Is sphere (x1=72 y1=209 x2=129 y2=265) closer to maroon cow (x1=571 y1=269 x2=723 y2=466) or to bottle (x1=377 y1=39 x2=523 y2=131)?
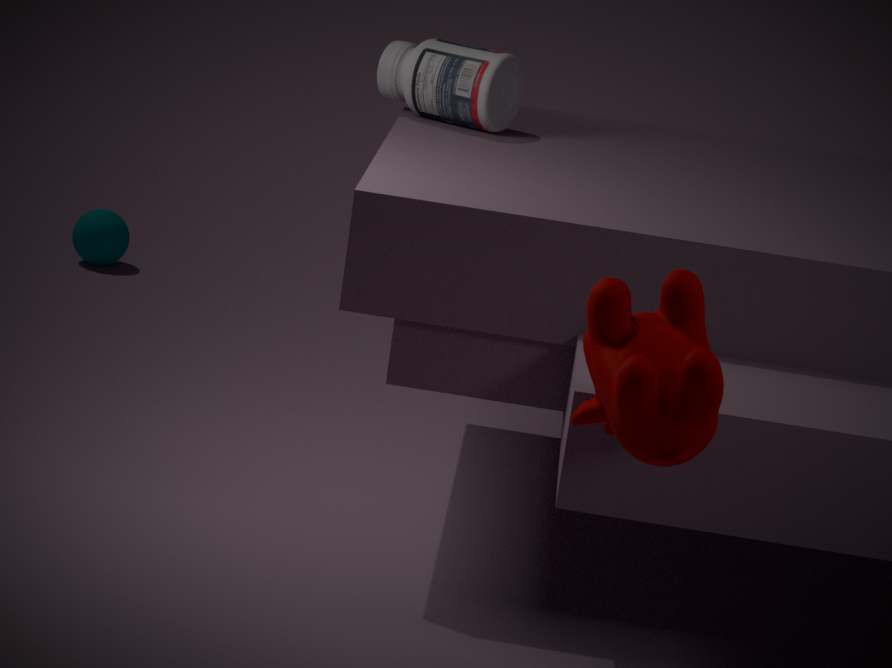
bottle (x1=377 y1=39 x2=523 y2=131)
